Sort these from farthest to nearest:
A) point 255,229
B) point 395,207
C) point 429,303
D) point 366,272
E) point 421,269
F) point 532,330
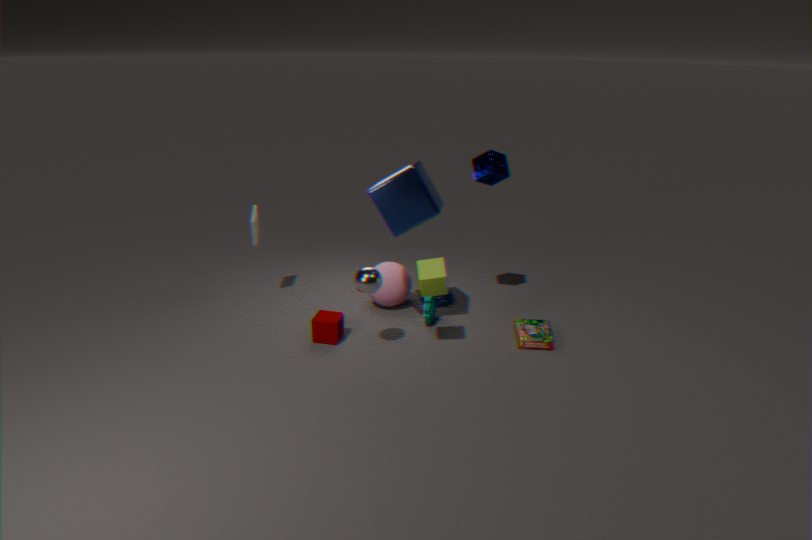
point 255,229 → point 429,303 → point 532,330 → point 395,207 → point 421,269 → point 366,272
